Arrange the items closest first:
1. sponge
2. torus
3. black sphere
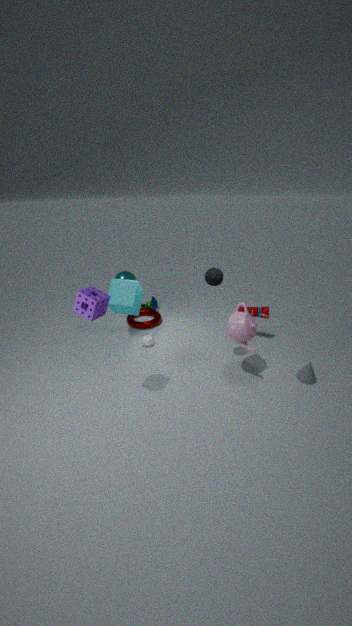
1. sponge
2. black sphere
3. torus
